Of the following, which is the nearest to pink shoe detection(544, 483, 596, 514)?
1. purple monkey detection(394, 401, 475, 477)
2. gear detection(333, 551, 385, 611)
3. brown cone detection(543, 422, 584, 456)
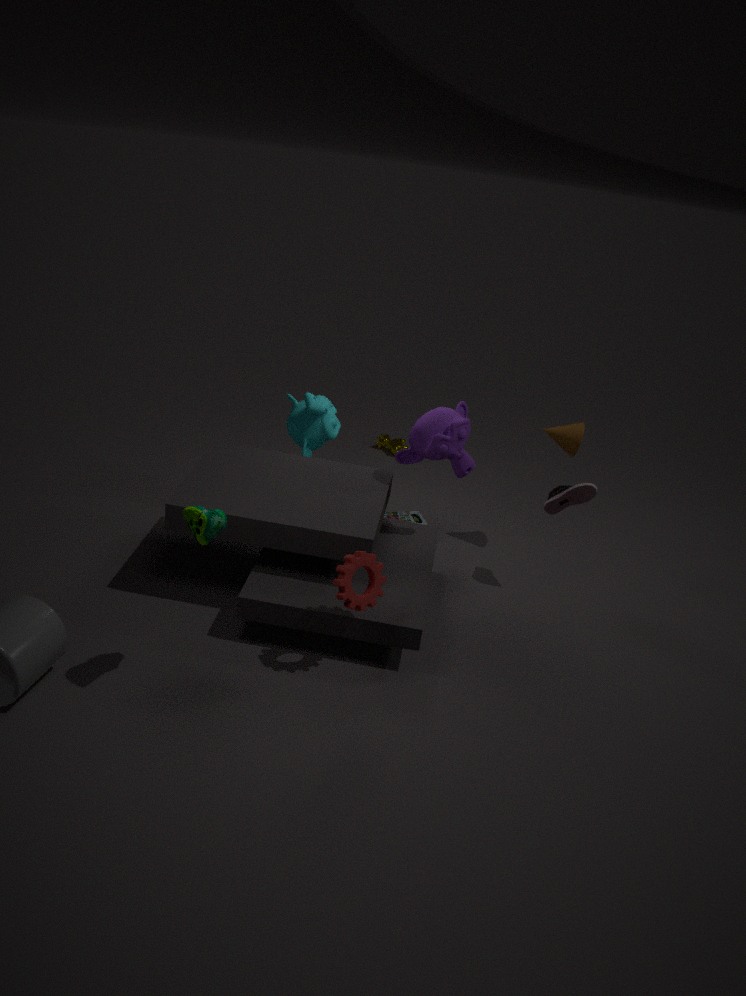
brown cone detection(543, 422, 584, 456)
